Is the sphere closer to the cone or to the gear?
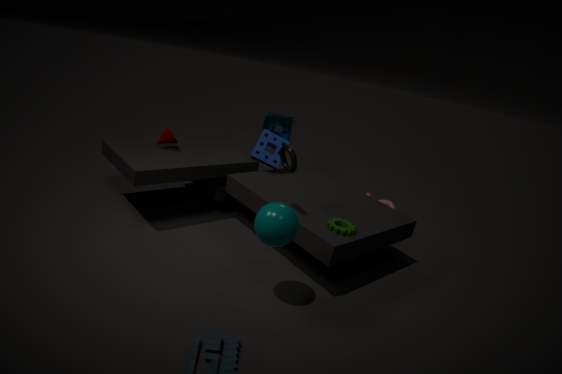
the gear
